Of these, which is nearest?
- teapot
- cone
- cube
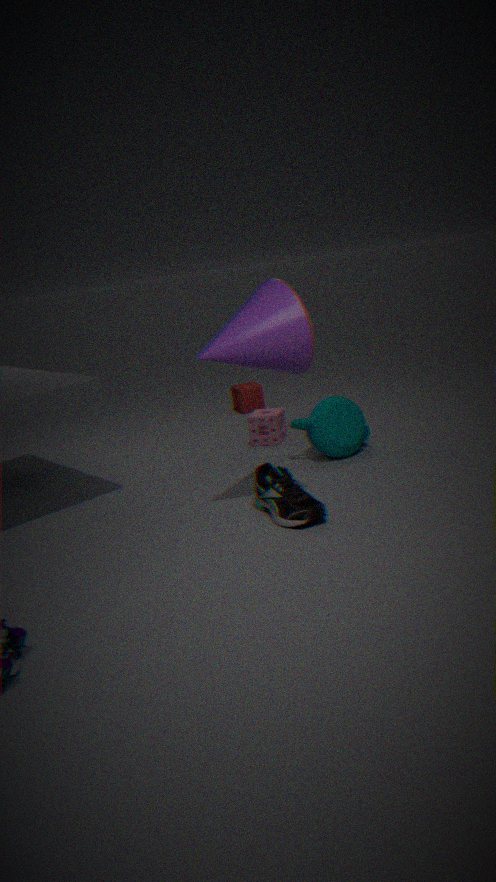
cone
